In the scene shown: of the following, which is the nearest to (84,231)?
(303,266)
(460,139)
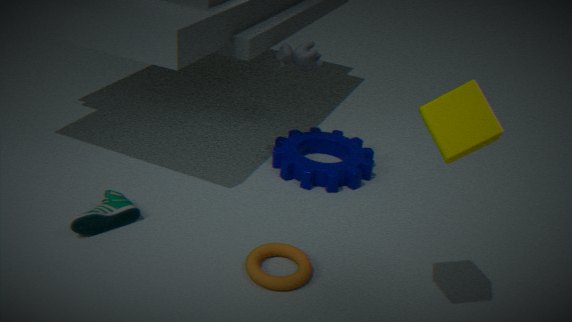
(303,266)
